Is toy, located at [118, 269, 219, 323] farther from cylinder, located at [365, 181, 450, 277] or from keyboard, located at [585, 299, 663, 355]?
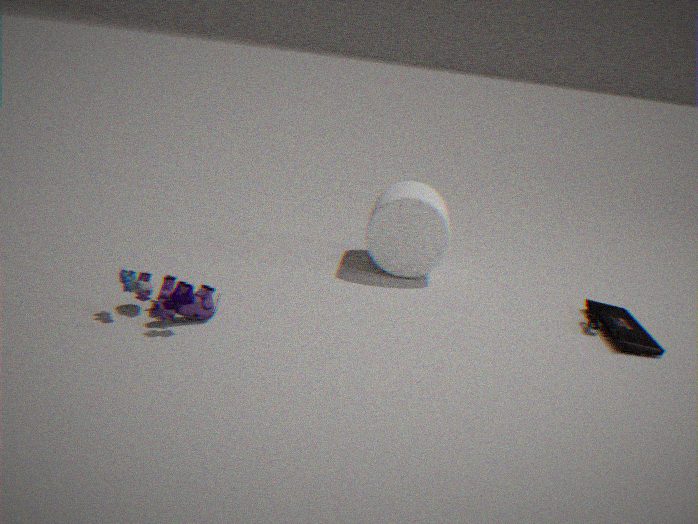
keyboard, located at [585, 299, 663, 355]
